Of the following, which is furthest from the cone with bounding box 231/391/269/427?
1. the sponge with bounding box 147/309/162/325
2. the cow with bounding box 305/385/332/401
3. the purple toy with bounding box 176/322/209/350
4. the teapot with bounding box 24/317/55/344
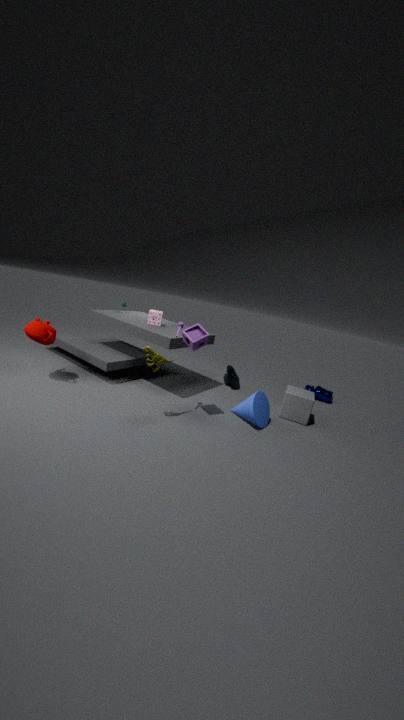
the teapot with bounding box 24/317/55/344
